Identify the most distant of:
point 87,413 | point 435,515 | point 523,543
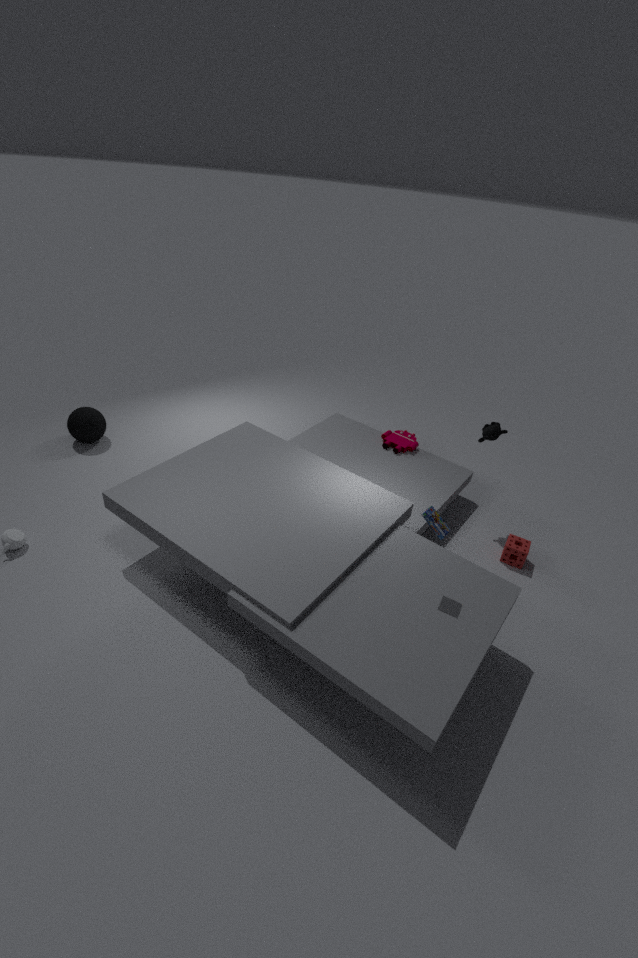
point 87,413
